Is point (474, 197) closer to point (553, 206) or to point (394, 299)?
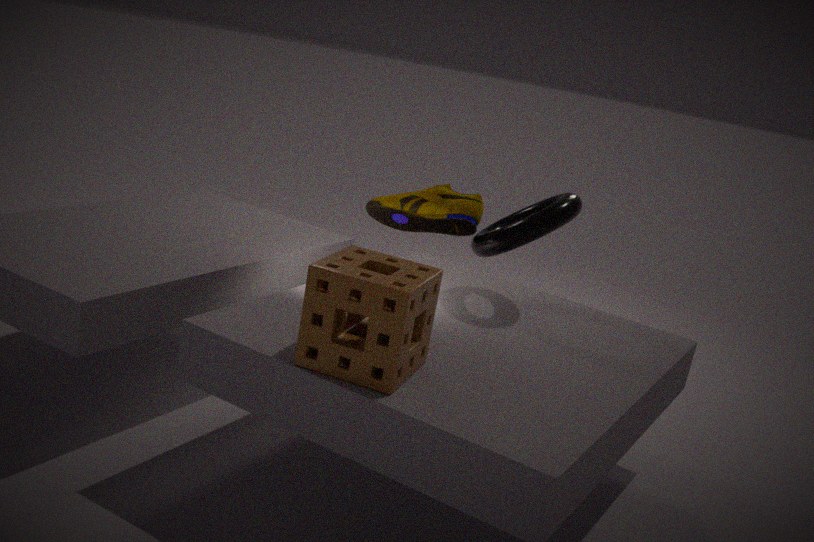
point (553, 206)
